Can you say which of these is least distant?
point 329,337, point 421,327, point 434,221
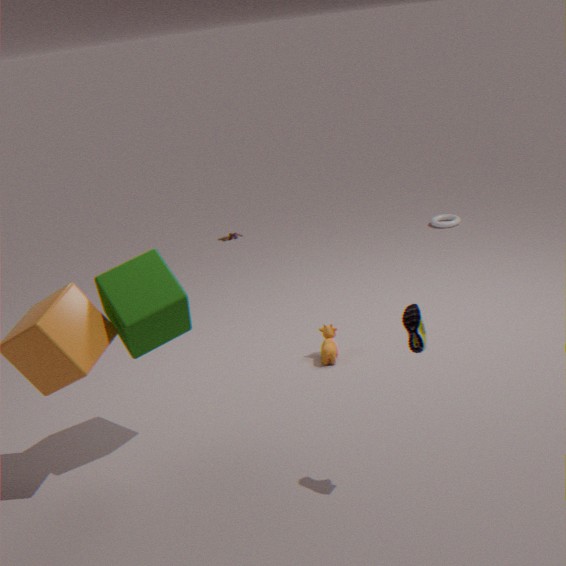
point 421,327
